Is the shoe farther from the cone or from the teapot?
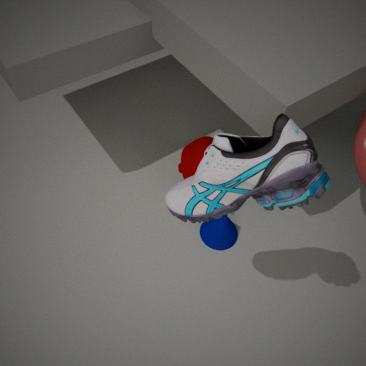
the teapot
